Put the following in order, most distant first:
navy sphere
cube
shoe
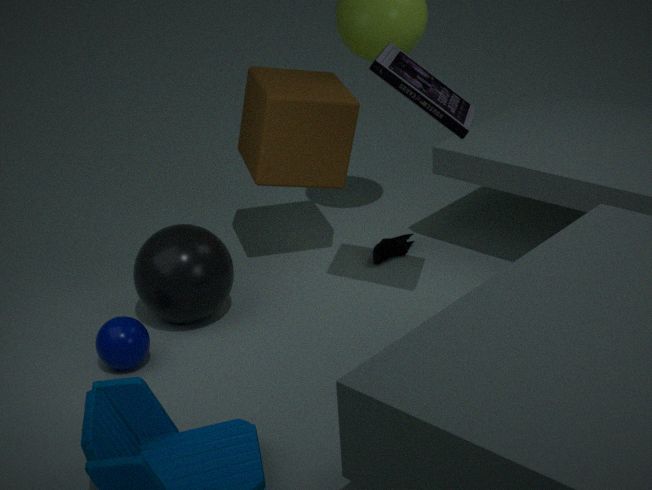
shoe
cube
navy sphere
